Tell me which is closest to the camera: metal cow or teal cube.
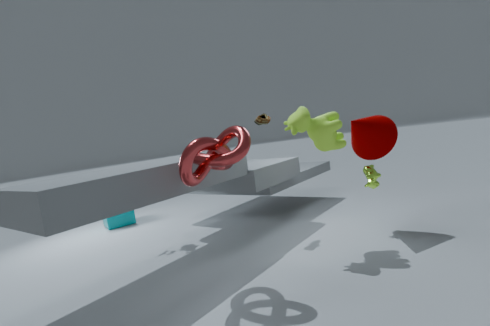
metal cow
